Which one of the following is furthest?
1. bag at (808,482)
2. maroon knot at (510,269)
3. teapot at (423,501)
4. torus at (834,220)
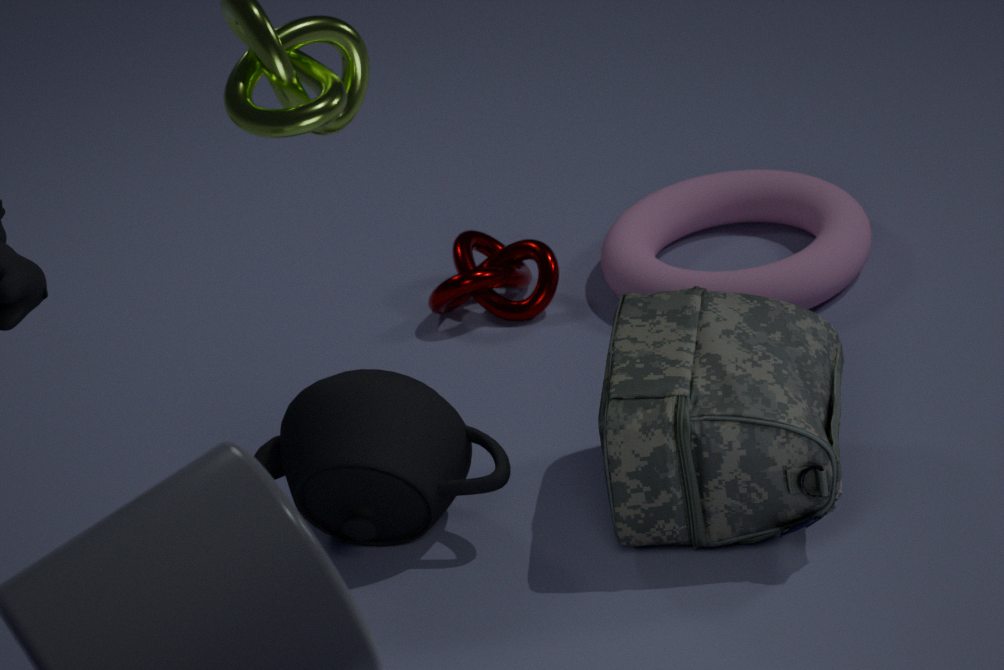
maroon knot at (510,269)
